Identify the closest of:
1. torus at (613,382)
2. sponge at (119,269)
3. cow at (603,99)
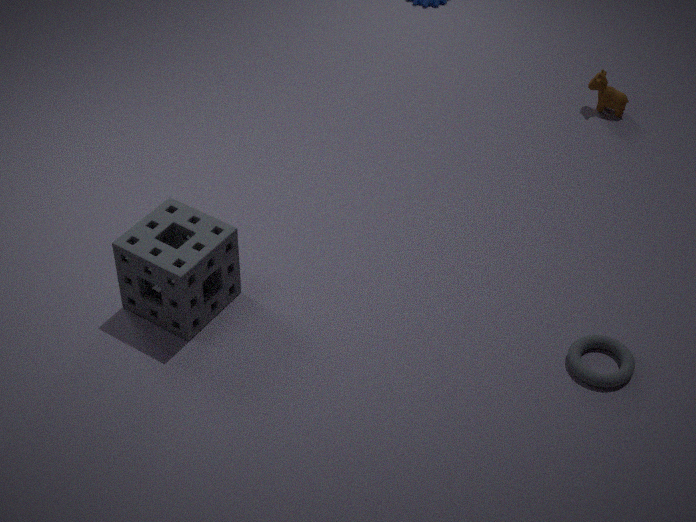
torus at (613,382)
